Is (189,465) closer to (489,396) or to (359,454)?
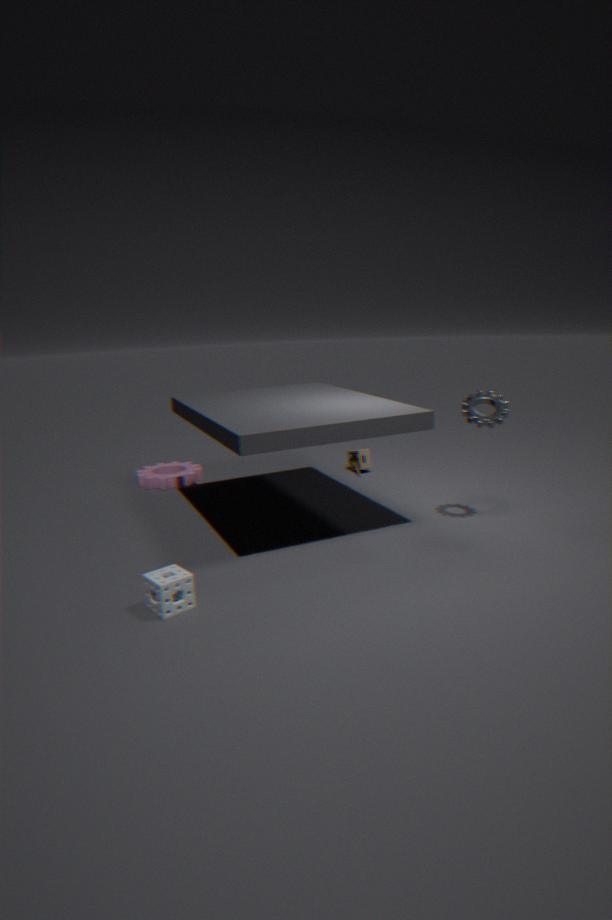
(359,454)
